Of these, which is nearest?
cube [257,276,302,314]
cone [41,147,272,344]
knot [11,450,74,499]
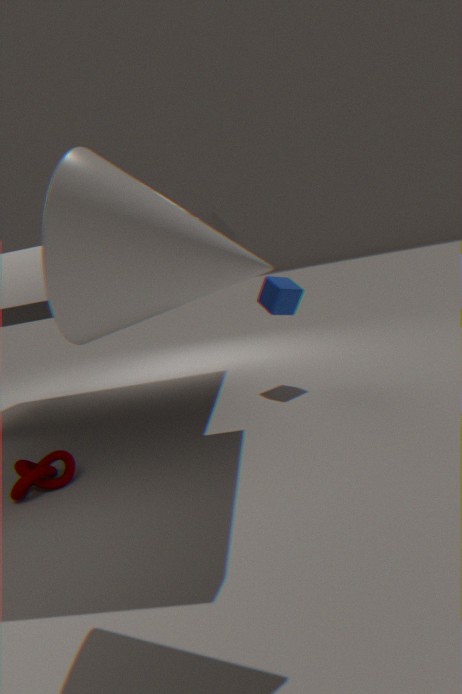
cone [41,147,272,344]
